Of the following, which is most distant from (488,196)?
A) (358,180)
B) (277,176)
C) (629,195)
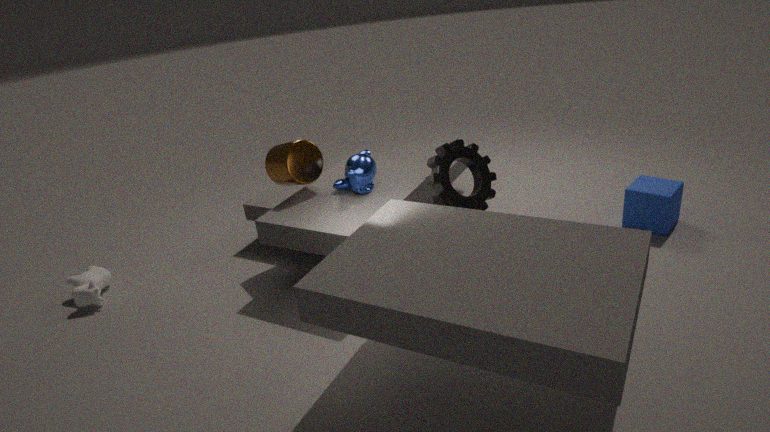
(629,195)
